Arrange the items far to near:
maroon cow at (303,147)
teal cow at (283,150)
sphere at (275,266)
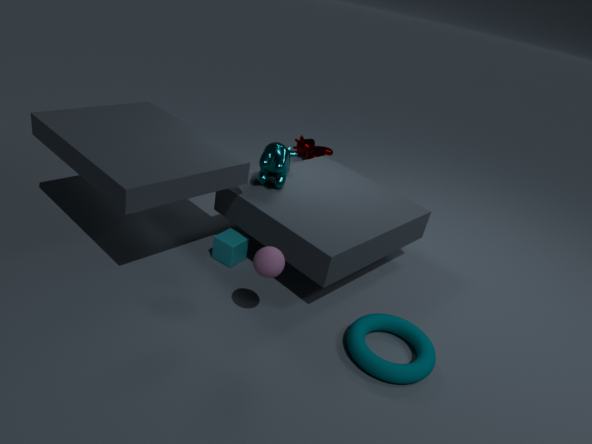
maroon cow at (303,147), teal cow at (283,150), sphere at (275,266)
